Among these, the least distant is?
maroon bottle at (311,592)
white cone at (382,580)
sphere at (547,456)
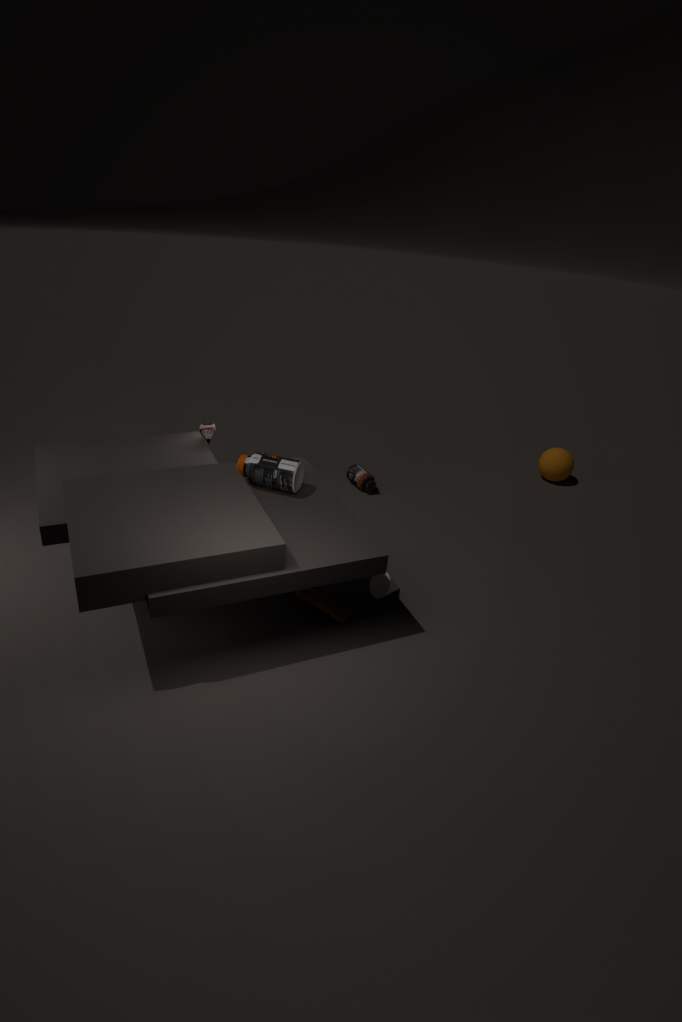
maroon bottle at (311,592)
